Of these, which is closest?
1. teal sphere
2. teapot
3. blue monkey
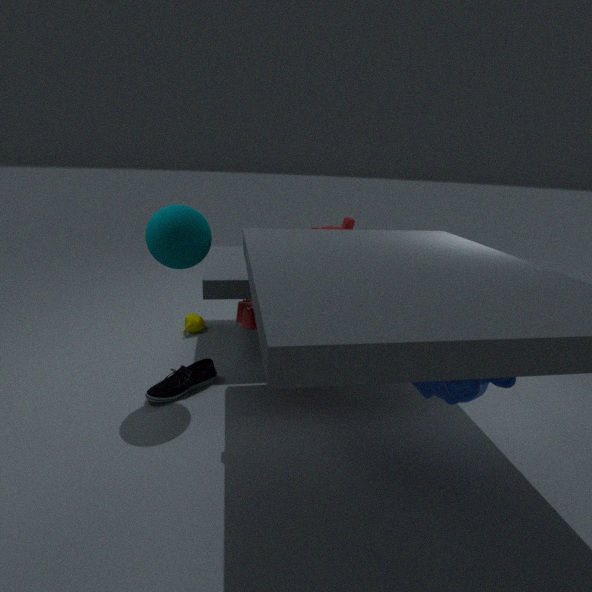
blue monkey
